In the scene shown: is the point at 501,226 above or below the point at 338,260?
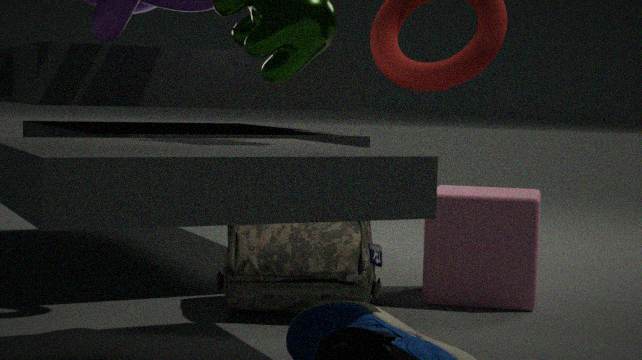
above
